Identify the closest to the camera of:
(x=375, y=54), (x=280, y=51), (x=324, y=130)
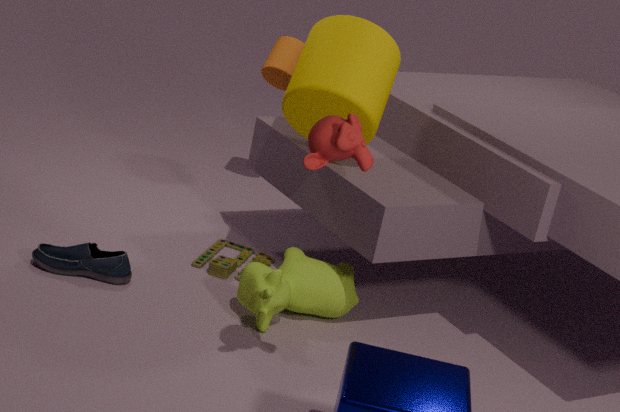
(x=324, y=130)
